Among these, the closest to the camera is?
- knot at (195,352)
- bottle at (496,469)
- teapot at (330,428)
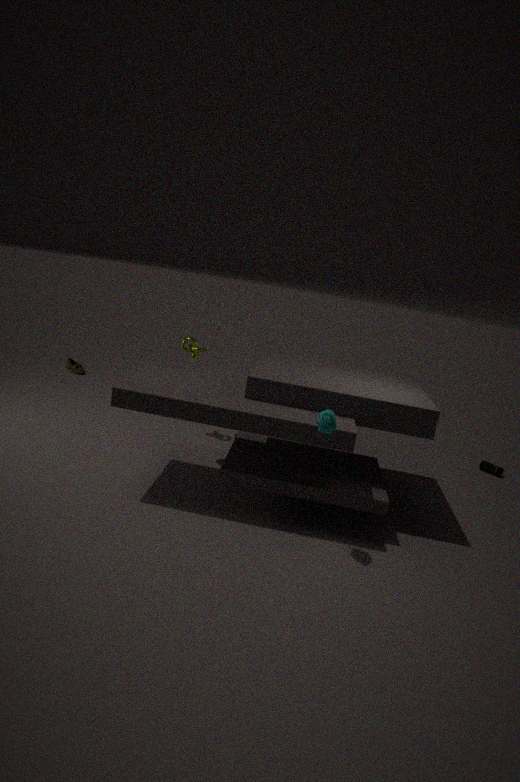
teapot at (330,428)
